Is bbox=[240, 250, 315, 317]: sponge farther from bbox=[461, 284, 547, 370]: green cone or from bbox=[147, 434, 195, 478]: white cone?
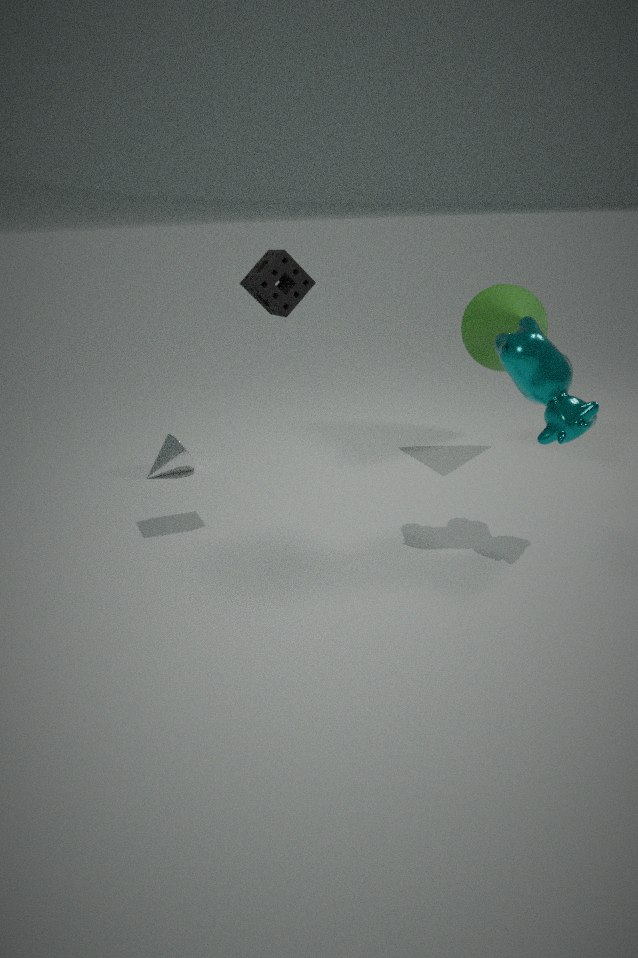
bbox=[461, 284, 547, 370]: green cone
